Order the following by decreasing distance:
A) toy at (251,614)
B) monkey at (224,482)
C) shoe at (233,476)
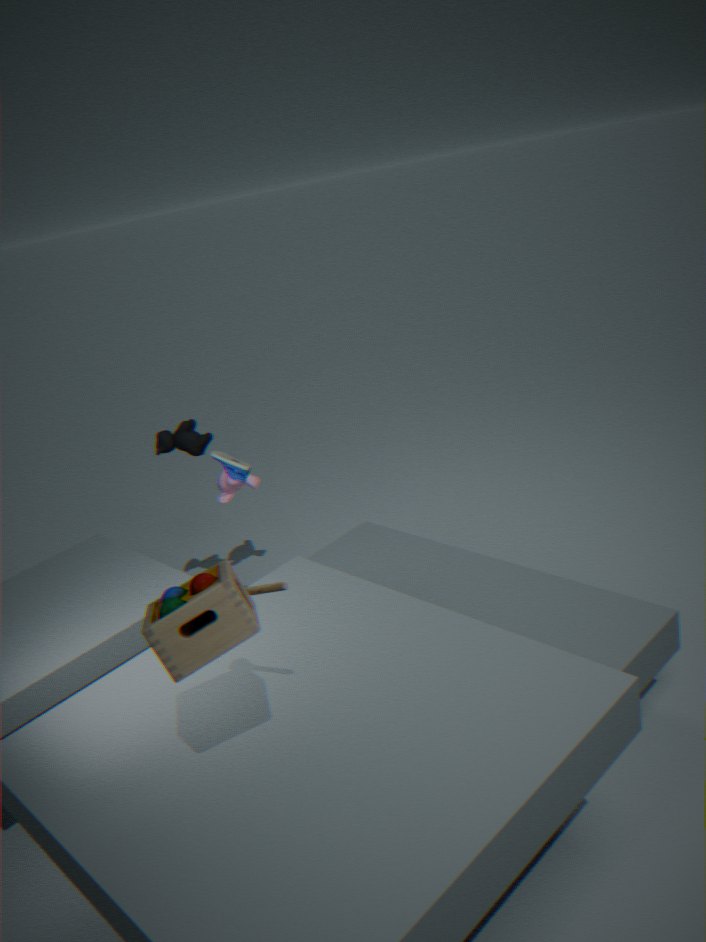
monkey at (224,482), shoe at (233,476), toy at (251,614)
